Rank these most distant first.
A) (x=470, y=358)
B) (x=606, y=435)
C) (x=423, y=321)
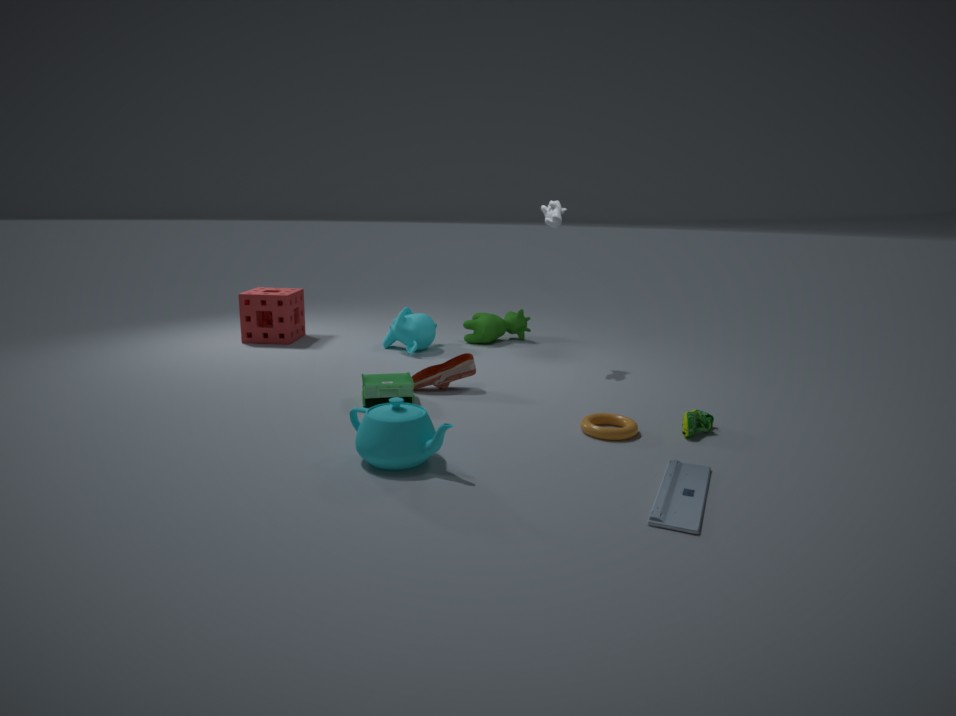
1. (x=423, y=321)
2. (x=470, y=358)
3. (x=606, y=435)
